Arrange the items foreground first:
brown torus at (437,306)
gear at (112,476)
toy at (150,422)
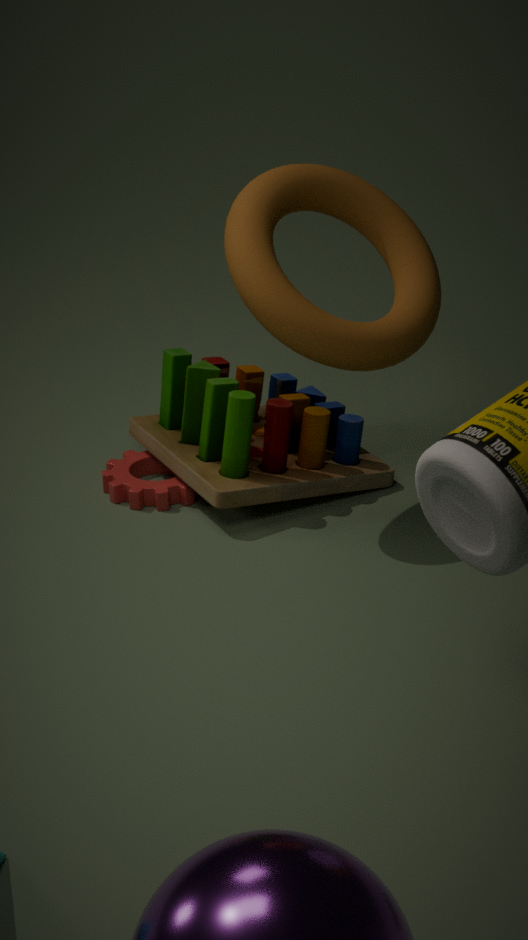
brown torus at (437,306), toy at (150,422), gear at (112,476)
